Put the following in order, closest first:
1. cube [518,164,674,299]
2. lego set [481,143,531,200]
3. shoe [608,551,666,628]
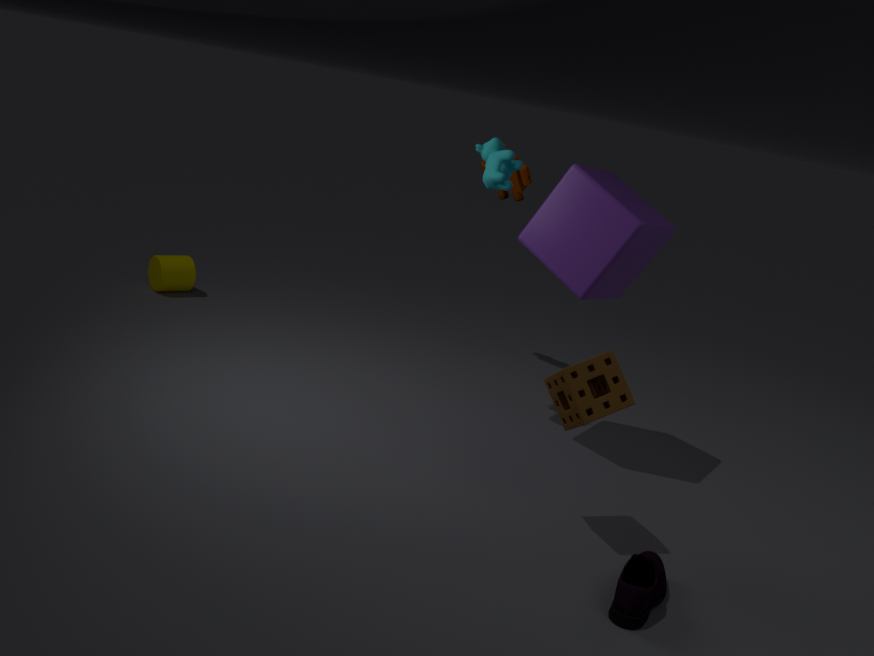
shoe [608,551,666,628], cube [518,164,674,299], lego set [481,143,531,200]
